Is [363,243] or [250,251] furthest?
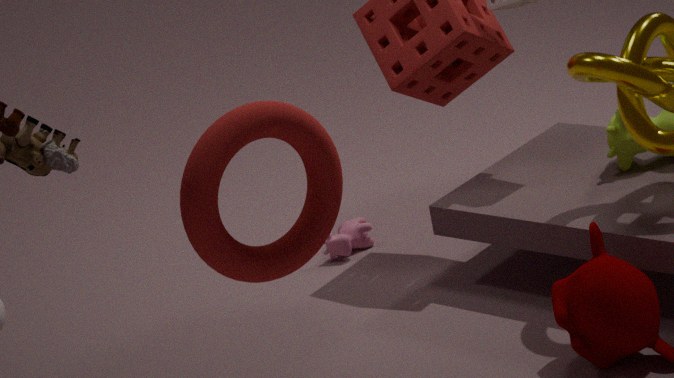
[363,243]
